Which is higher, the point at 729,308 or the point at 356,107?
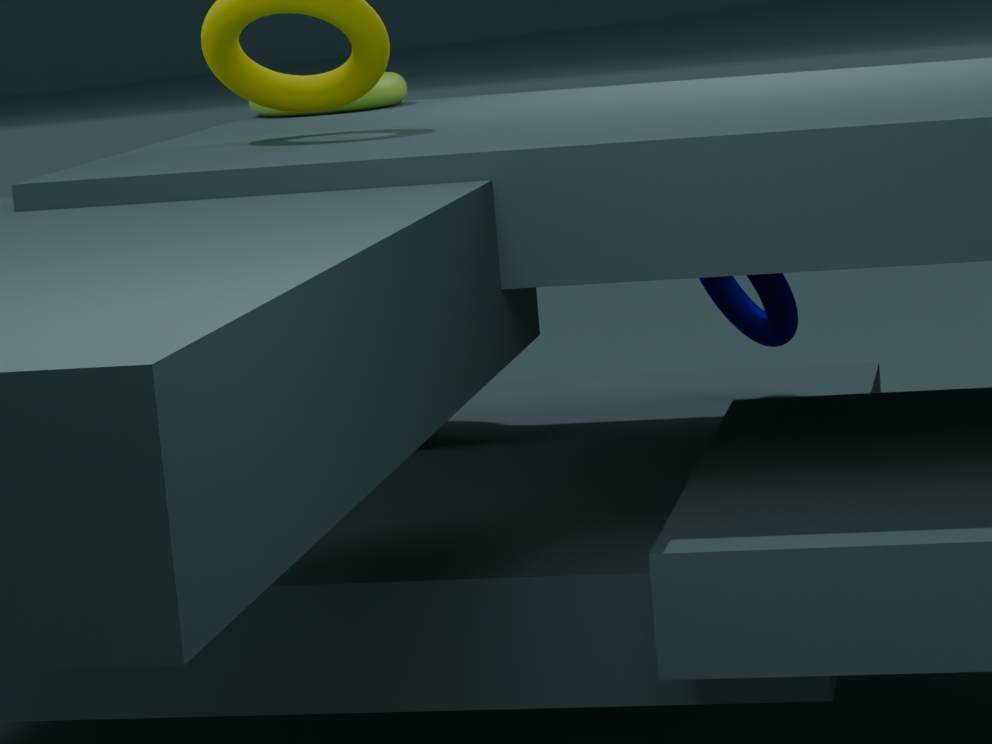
the point at 356,107
